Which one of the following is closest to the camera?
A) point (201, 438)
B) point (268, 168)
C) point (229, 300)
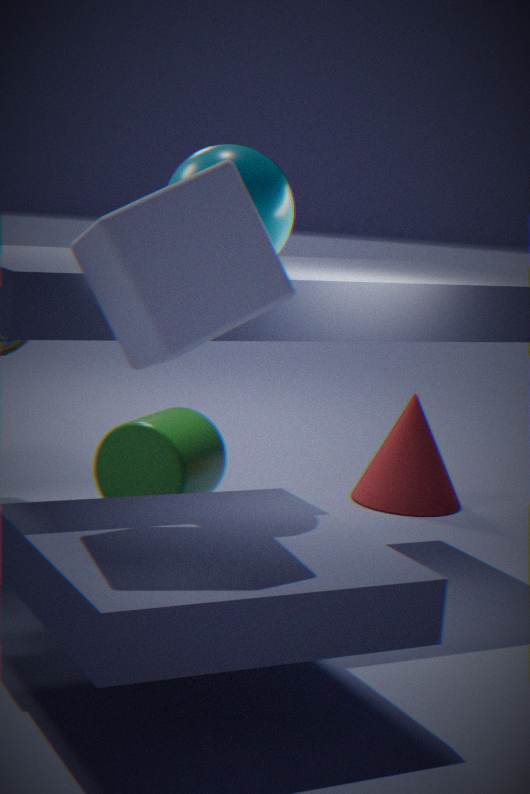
point (229, 300)
